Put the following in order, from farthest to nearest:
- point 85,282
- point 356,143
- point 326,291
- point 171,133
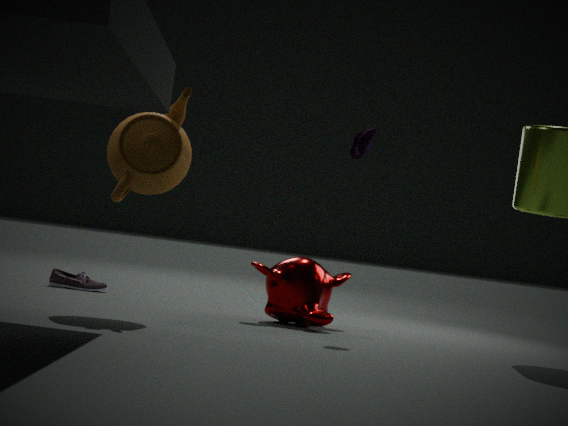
point 85,282 → point 326,291 → point 356,143 → point 171,133
